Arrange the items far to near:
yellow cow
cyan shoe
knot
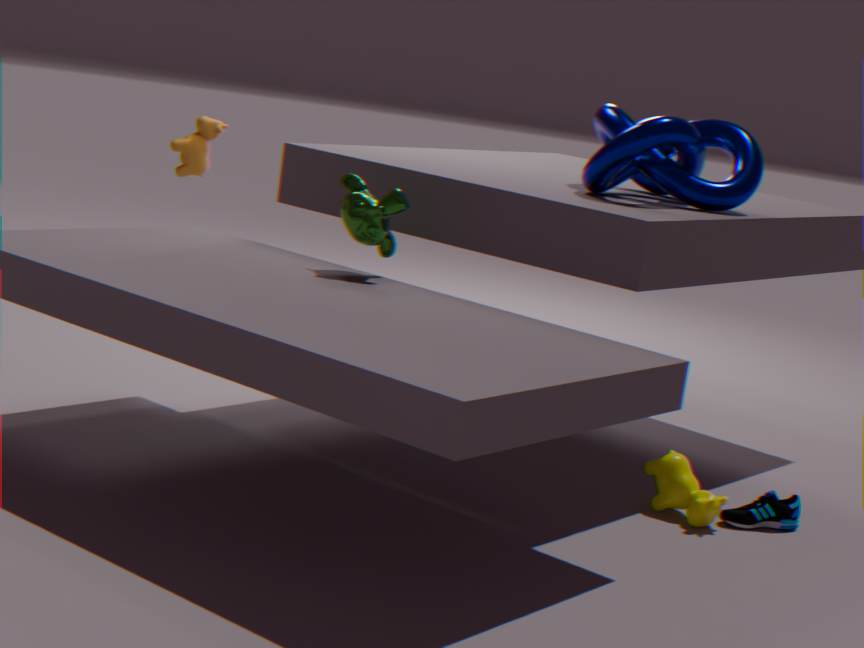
knot < cyan shoe < yellow cow
